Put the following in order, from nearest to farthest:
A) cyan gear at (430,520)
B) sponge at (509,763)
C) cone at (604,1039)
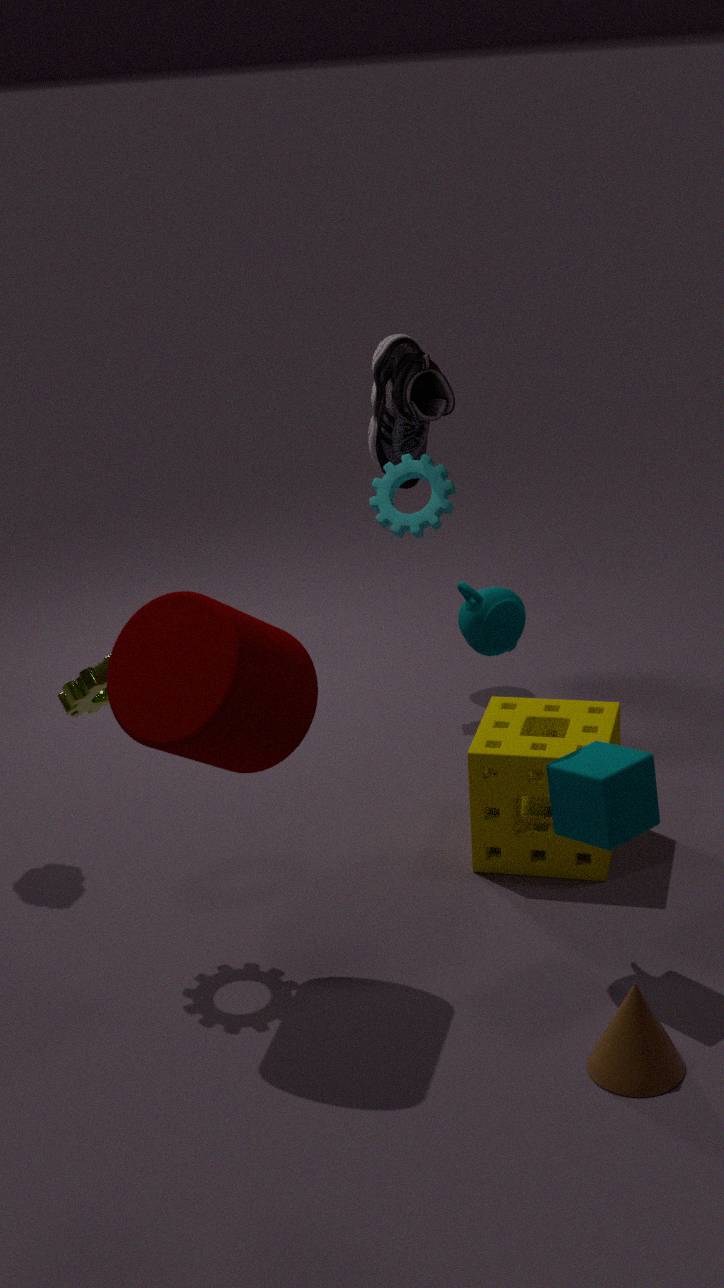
cone at (604,1039), sponge at (509,763), cyan gear at (430,520)
